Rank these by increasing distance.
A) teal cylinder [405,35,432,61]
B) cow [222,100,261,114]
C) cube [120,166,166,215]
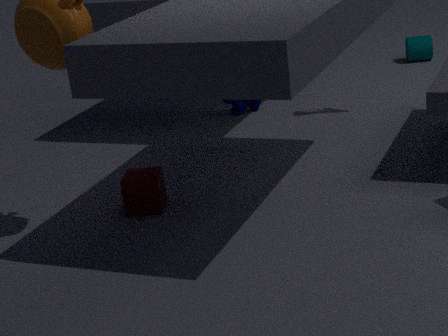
cube [120,166,166,215], cow [222,100,261,114], teal cylinder [405,35,432,61]
